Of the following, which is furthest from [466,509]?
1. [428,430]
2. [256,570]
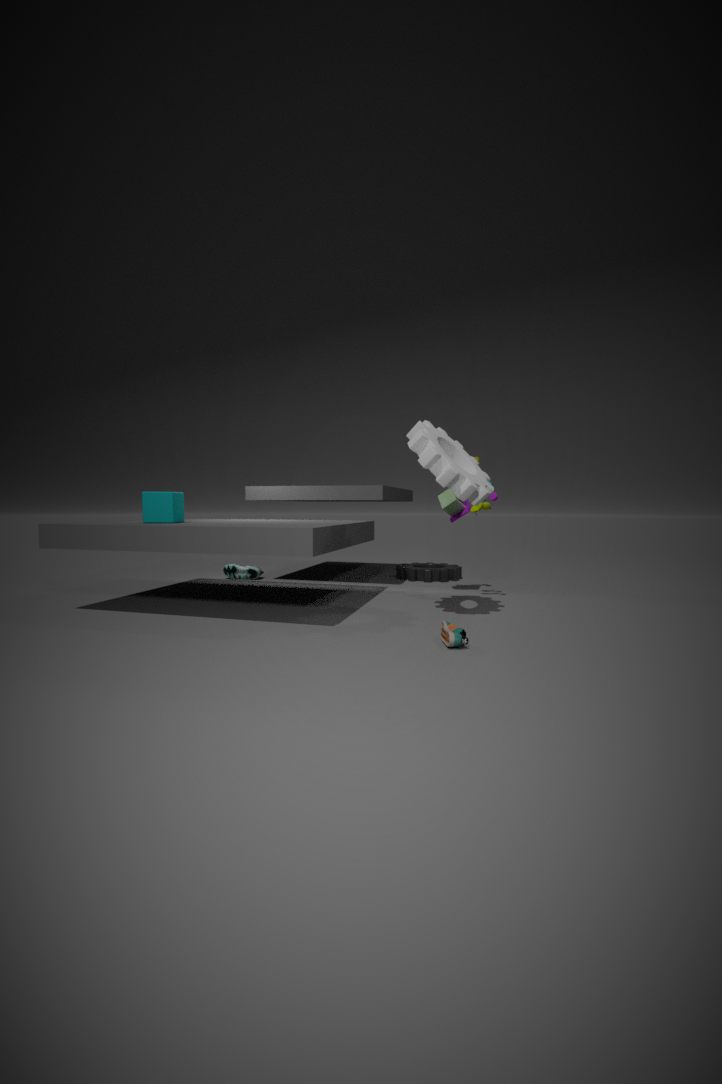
[256,570]
